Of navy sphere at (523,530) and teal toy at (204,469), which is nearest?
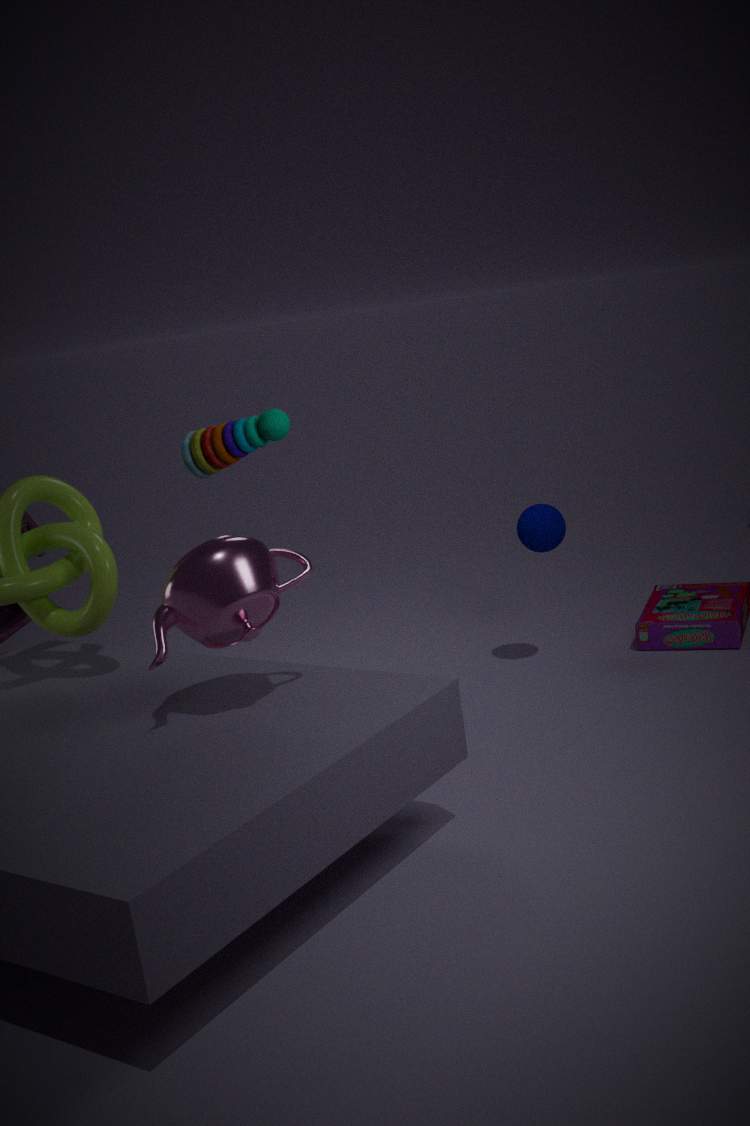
teal toy at (204,469)
